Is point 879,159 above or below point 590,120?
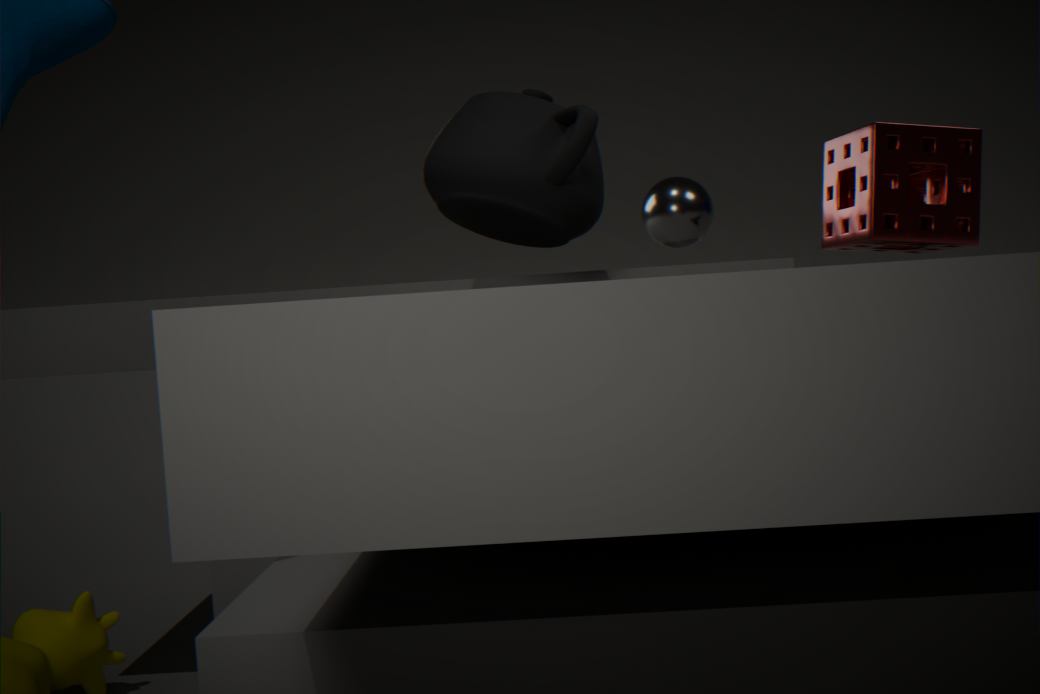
below
